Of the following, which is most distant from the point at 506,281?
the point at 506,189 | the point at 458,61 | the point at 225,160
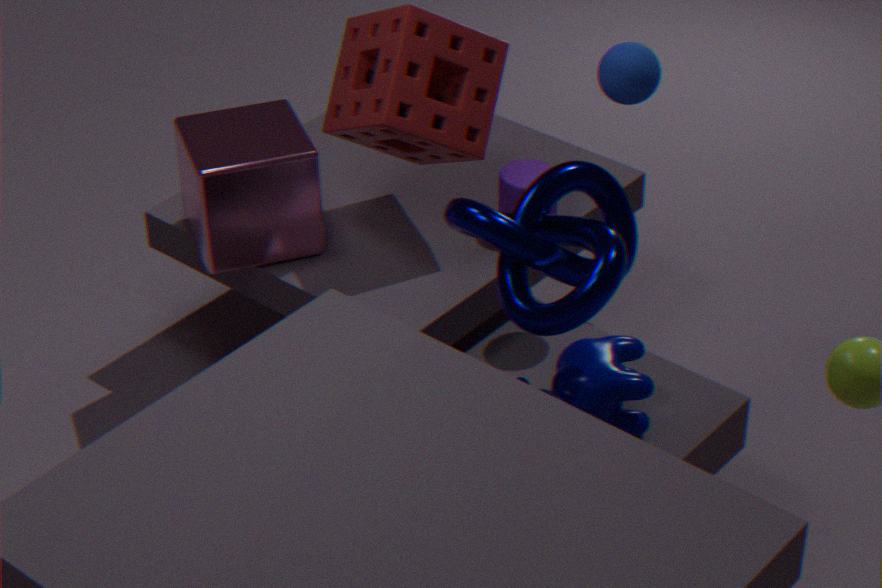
the point at 225,160
